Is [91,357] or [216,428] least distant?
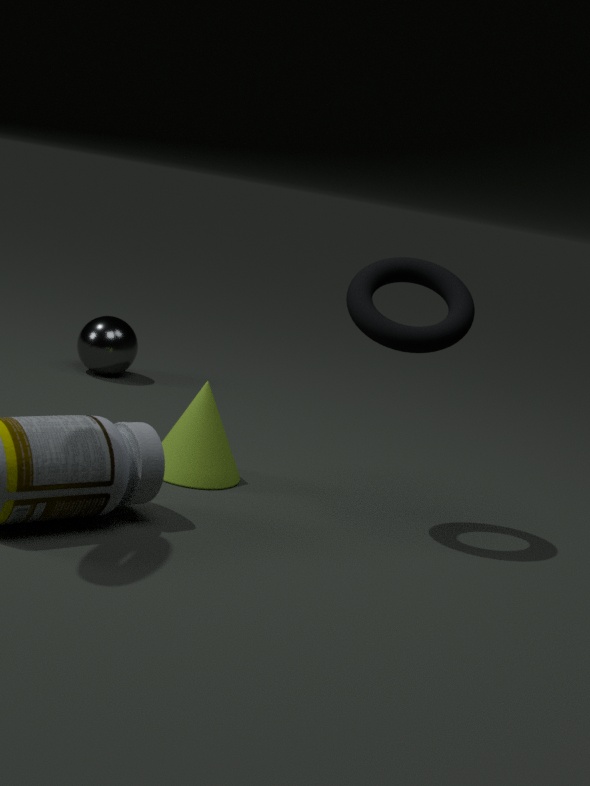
[216,428]
